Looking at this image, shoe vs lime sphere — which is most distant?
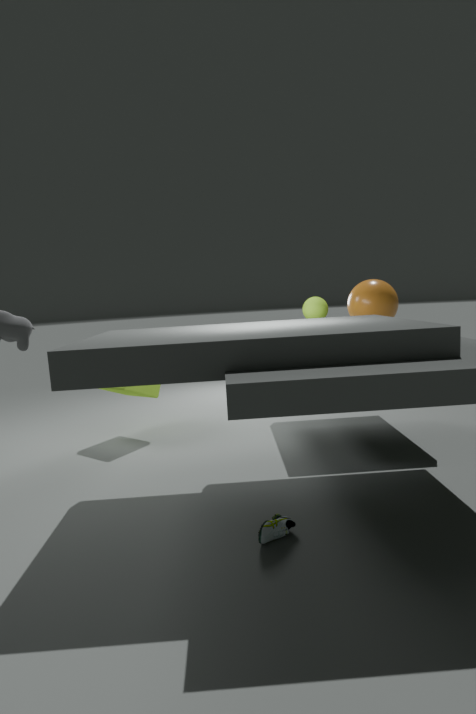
lime sphere
